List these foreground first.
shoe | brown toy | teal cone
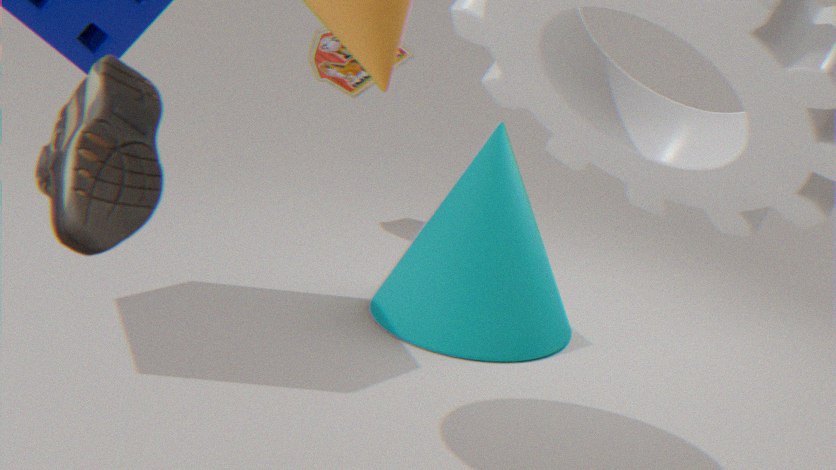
shoe < teal cone < brown toy
